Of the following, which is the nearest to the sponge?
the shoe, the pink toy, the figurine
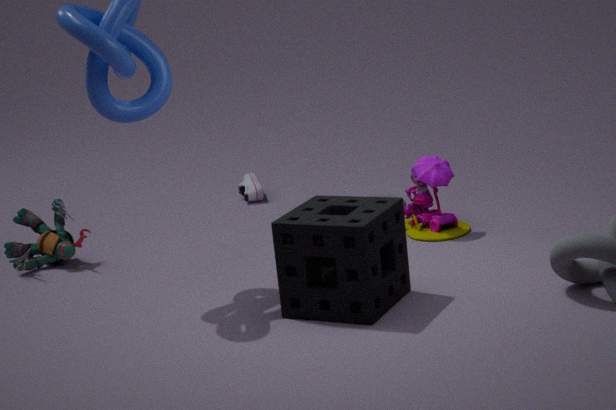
the pink toy
